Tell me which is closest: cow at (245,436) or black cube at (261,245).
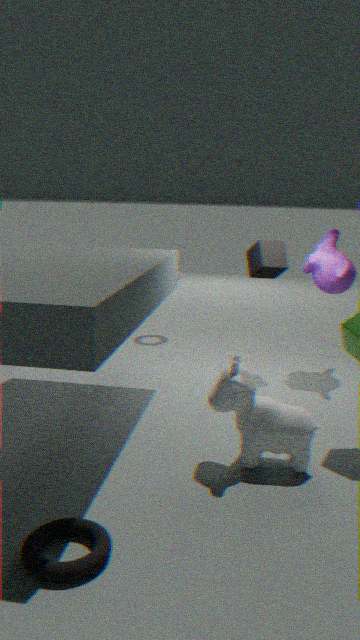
cow at (245,436)
